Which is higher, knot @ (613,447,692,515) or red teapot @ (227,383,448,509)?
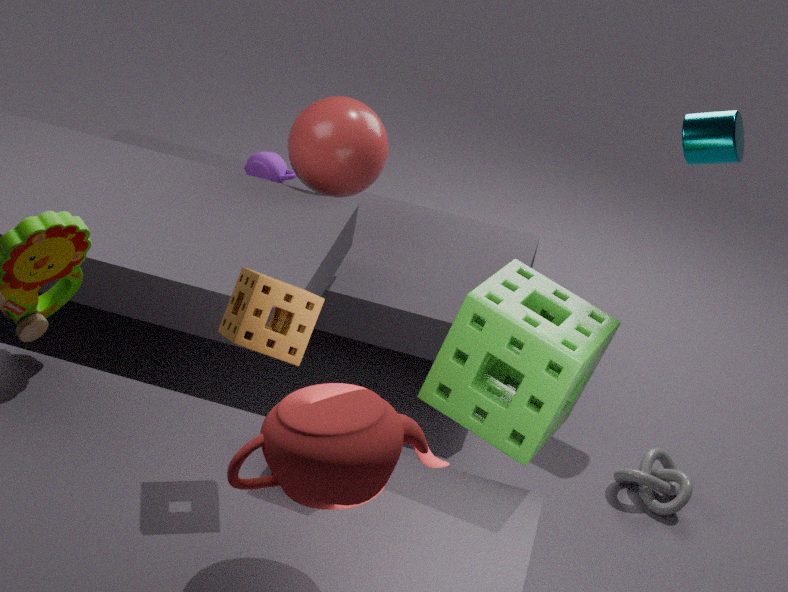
red teapot @ (227,383,448,509)
